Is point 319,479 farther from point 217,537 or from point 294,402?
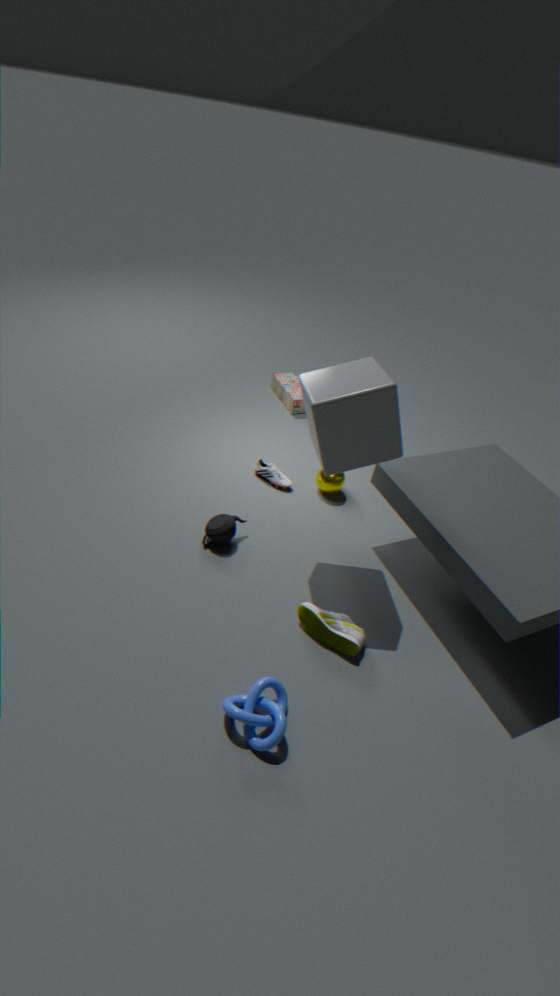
point 294,402
